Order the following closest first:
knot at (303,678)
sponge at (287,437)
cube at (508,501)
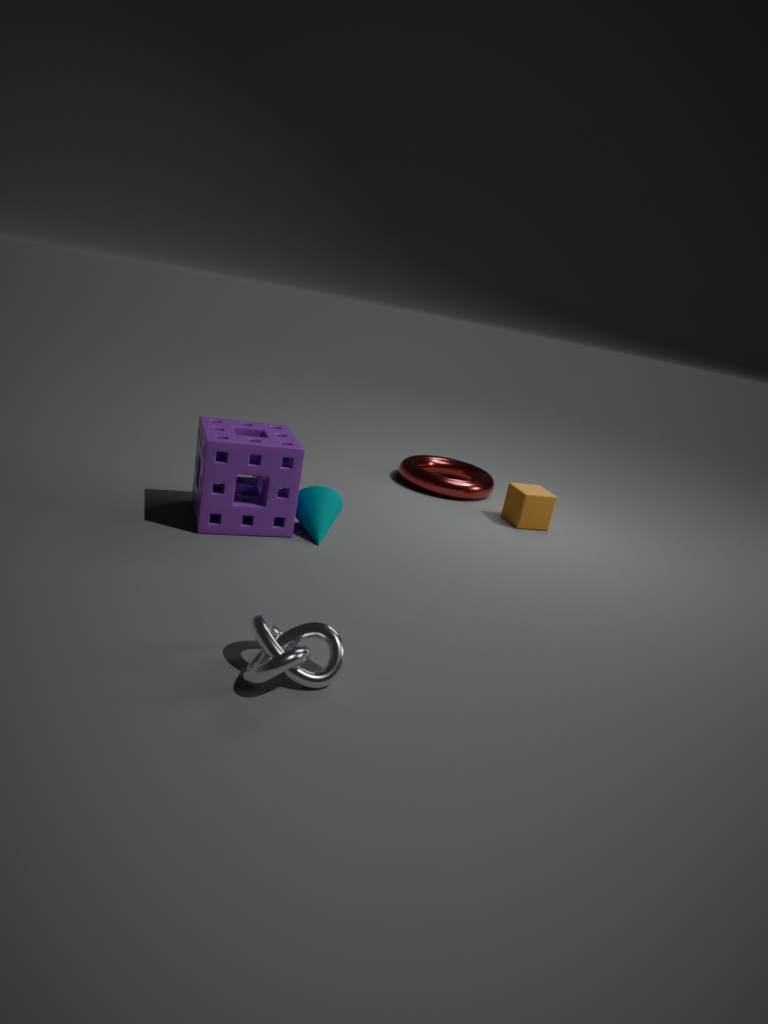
knot at (303,678) < sponge at (287,437) < cube at (508,501)
